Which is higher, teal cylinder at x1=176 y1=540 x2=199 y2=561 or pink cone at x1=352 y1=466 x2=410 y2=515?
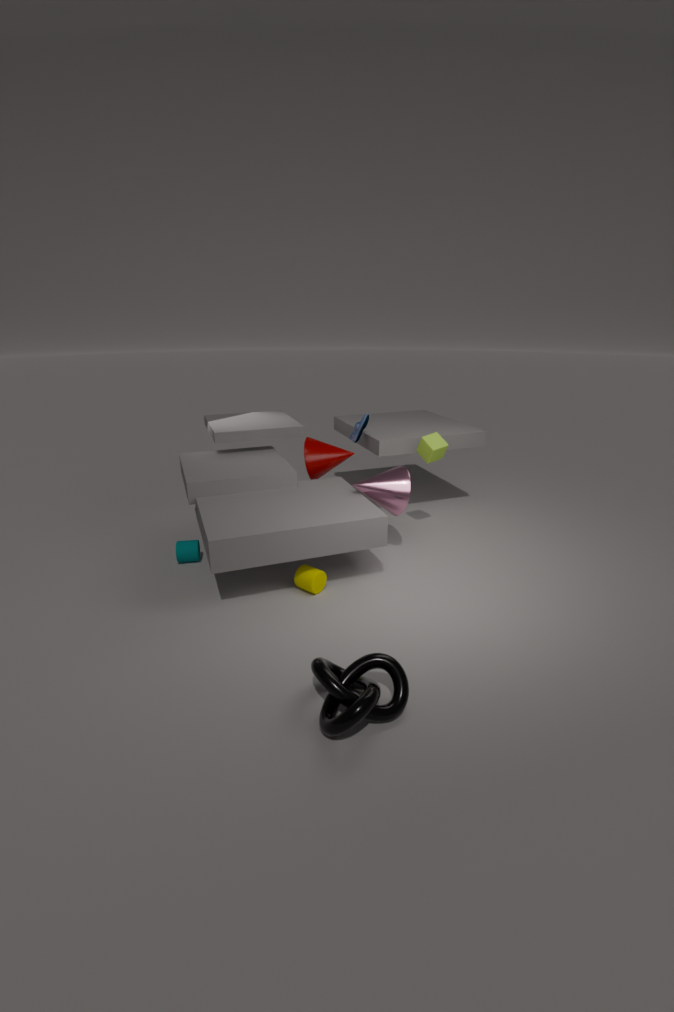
pink cone at x1=352 y1=466 x2=410 y2=515
